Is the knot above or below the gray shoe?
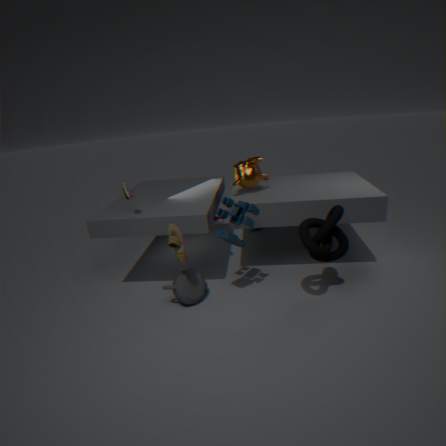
below
